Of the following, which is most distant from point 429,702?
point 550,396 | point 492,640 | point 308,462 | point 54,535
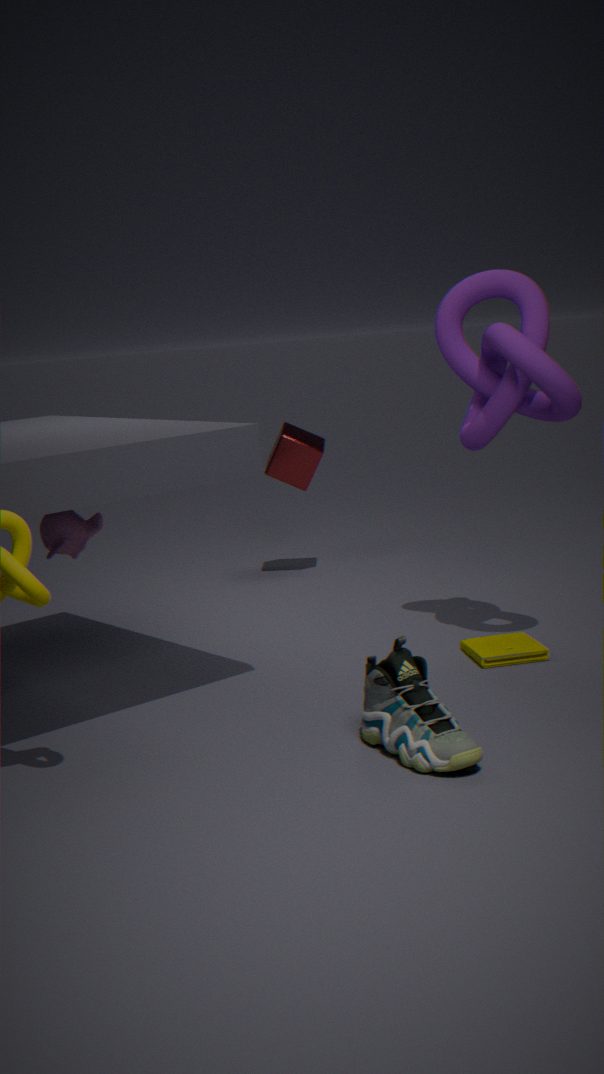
point 308,462
